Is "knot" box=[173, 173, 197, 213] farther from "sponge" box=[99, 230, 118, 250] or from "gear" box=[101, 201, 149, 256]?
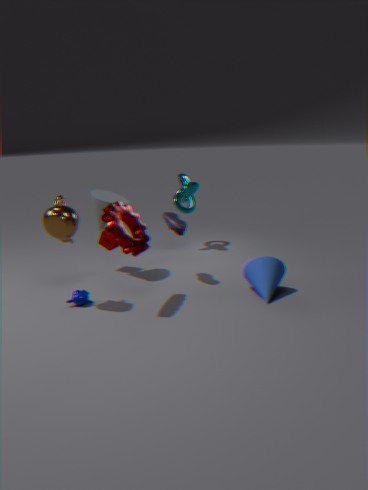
"gear" box=[101, 201, 149, 256]
